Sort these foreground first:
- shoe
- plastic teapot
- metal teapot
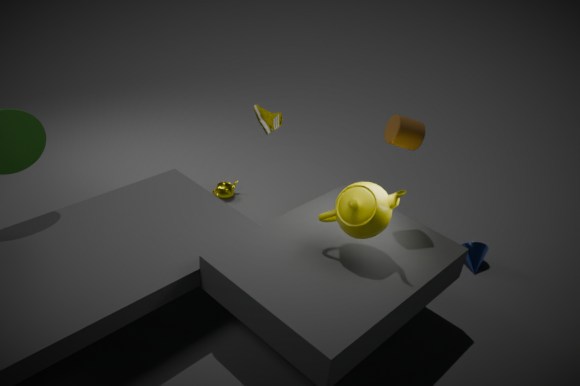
plastic teapot → shoe → metal teapot
